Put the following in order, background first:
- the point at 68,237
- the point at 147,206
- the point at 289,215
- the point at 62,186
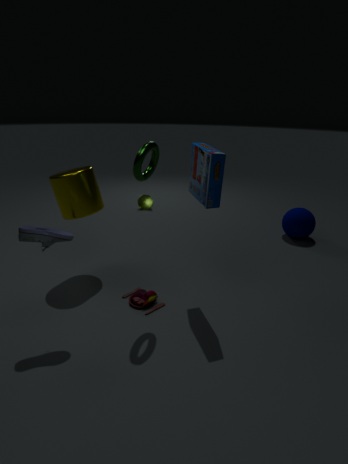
the point at 147,206 < the point at 289,215 < the point at 62,186 < the point at 68,237
